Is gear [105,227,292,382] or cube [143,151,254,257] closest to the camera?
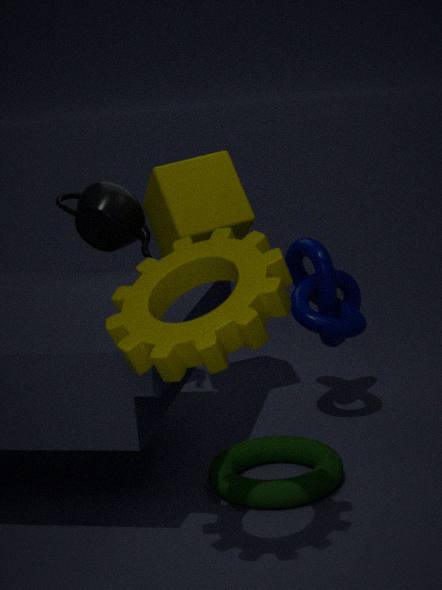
gear [105,227,292,382]
